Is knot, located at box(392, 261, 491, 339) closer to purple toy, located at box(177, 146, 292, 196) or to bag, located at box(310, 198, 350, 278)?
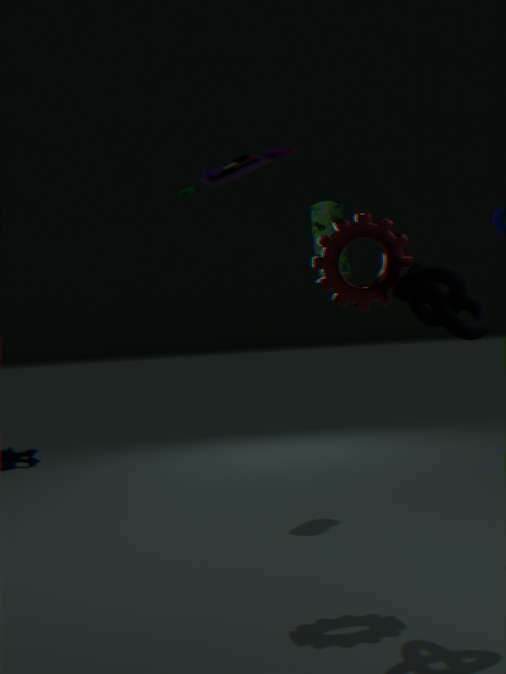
purple toy, located at box(177, 146, 292, 196)
